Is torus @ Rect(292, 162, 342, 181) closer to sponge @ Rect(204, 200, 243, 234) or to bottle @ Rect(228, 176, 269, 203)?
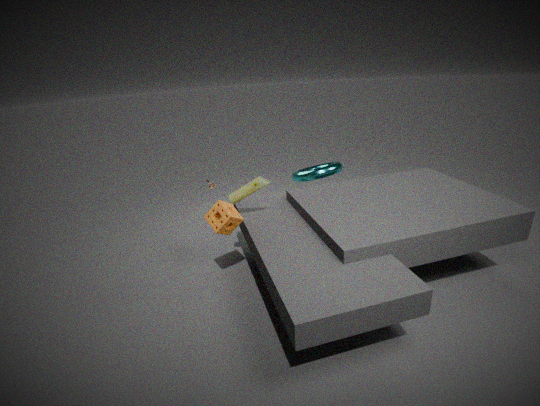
bottle @ Rect(228, 176, 269, 203)
